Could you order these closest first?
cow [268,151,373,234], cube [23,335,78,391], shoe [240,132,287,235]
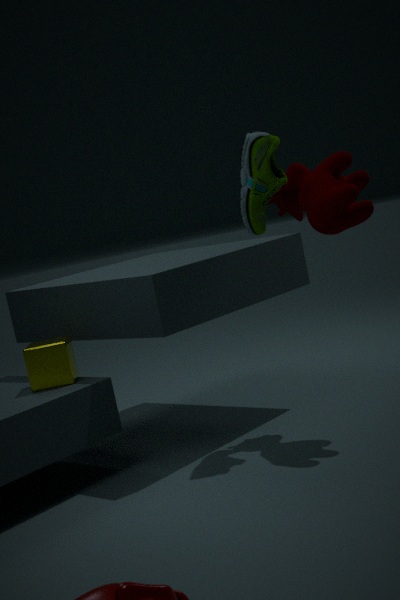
cow [268,151,373,234] → shoe [240,132,287,235] → cube [23,335,78,391]
